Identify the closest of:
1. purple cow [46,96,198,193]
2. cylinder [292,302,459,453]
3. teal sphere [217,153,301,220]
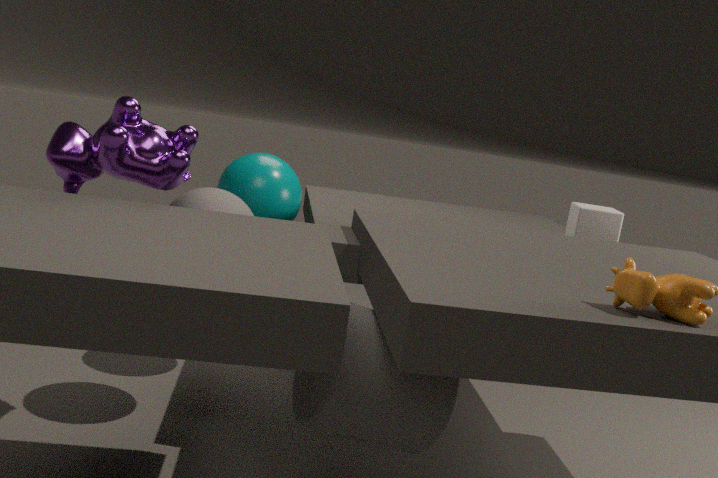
cylinder [292,302,459,453]
